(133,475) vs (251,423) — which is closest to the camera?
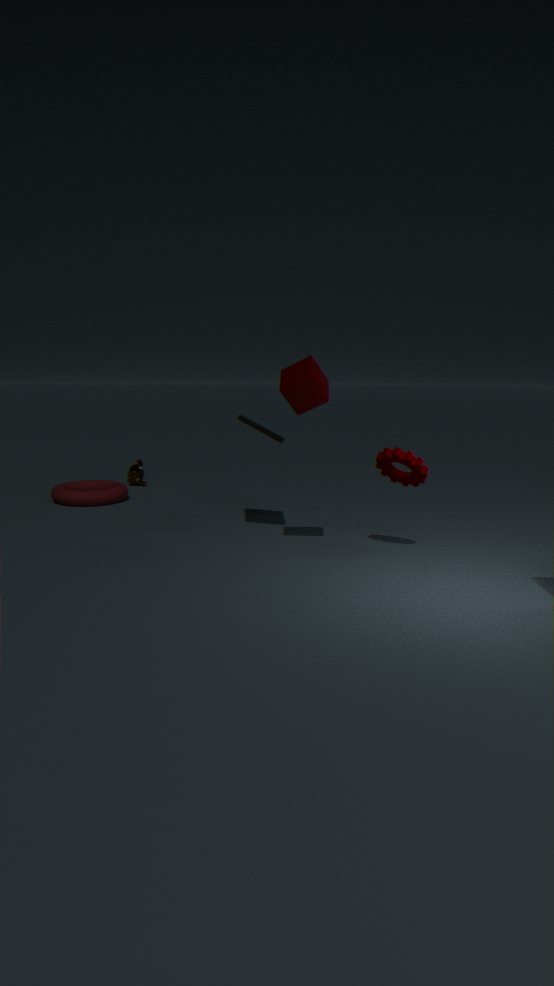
(251,423)
